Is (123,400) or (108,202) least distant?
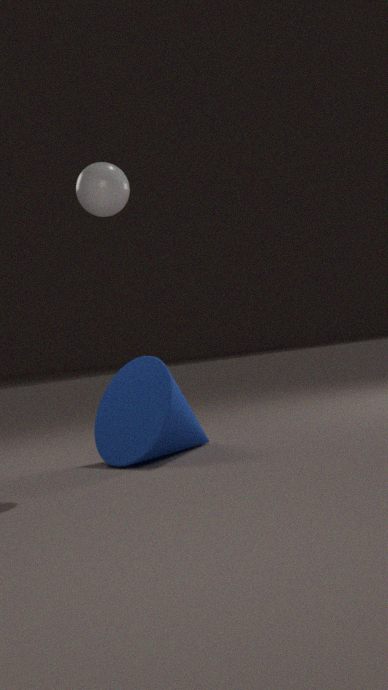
(108,202)
